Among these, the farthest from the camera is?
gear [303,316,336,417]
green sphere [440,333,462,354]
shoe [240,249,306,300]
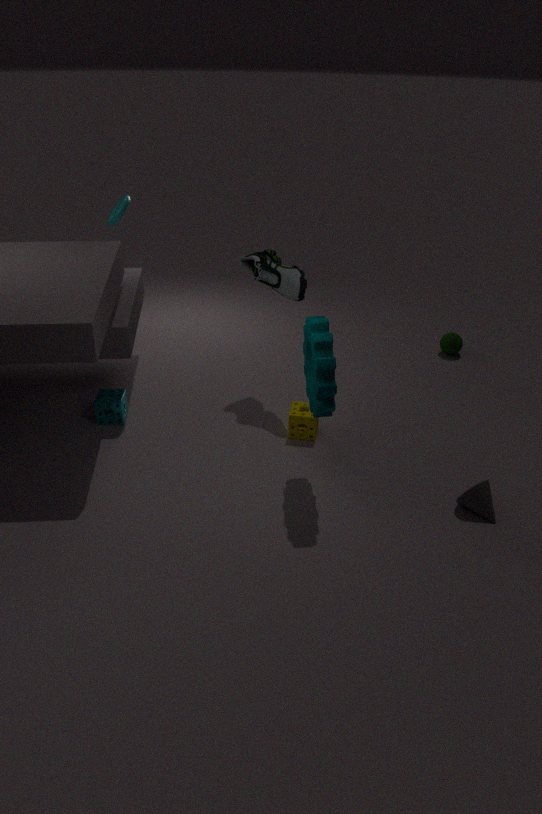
green sphere [440,333,462,354]
